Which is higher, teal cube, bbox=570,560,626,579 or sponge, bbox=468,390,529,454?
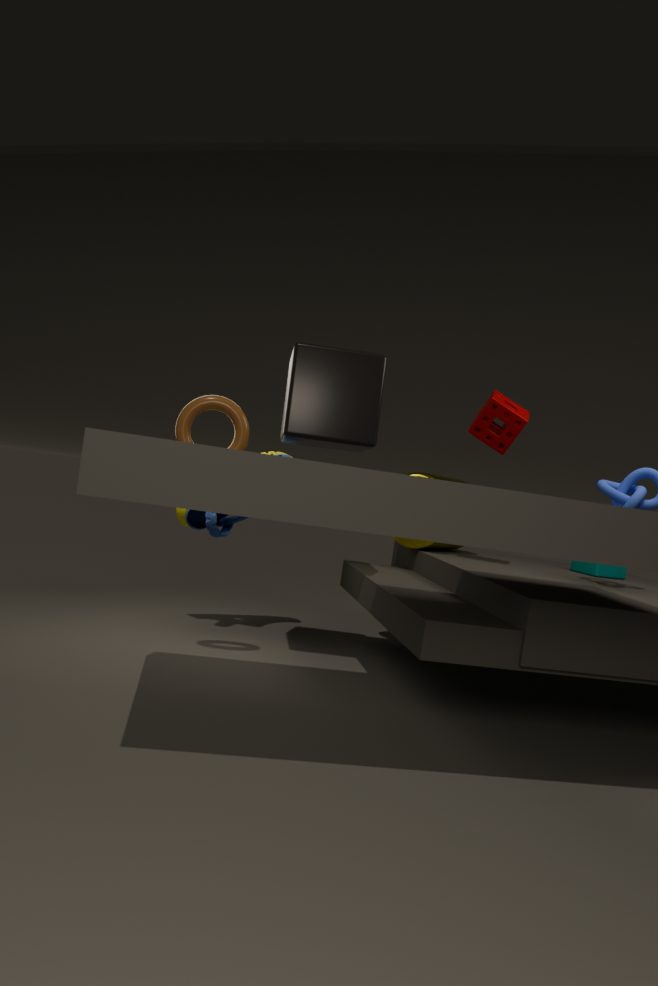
sponge, bbox=468,390,529,454
